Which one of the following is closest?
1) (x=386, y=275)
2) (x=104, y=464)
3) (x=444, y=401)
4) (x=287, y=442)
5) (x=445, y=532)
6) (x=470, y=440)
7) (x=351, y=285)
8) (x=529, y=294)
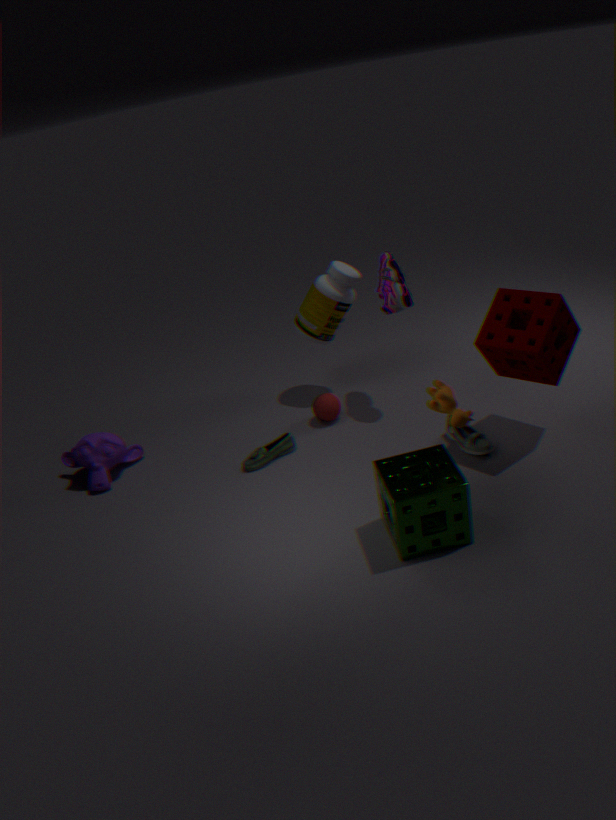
3. (x=444, y=401)
